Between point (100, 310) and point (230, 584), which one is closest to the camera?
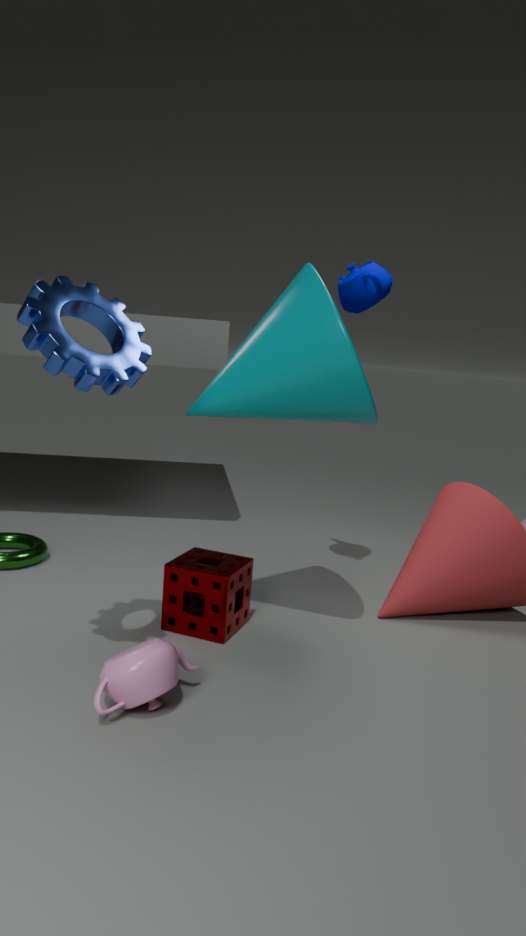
point (100, 310)
